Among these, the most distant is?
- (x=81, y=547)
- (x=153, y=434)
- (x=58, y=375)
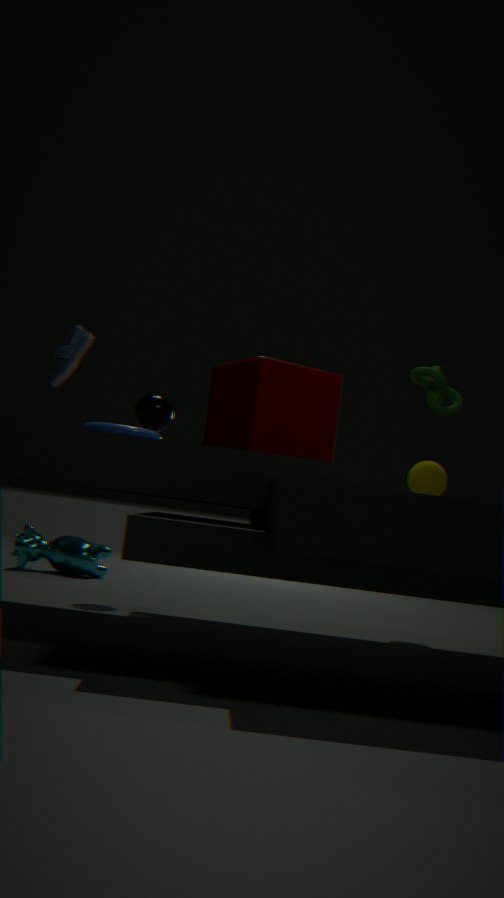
(x=81, y=547)
